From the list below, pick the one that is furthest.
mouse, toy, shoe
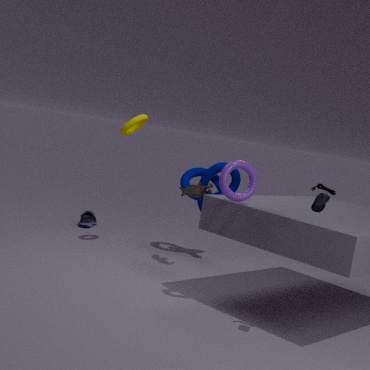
shoe
